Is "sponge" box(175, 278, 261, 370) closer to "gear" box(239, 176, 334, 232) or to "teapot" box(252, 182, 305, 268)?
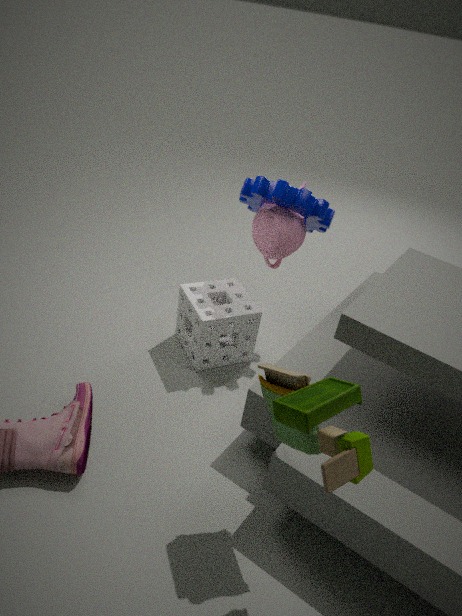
"teapot" box(252, 182, 305, 268)
